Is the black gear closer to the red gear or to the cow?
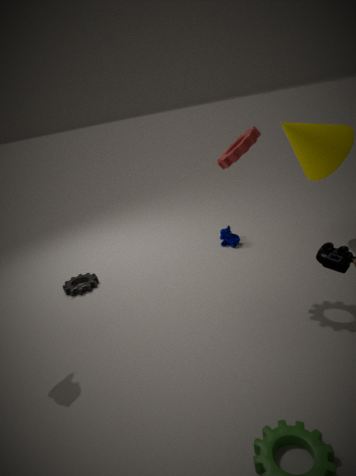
the cow
